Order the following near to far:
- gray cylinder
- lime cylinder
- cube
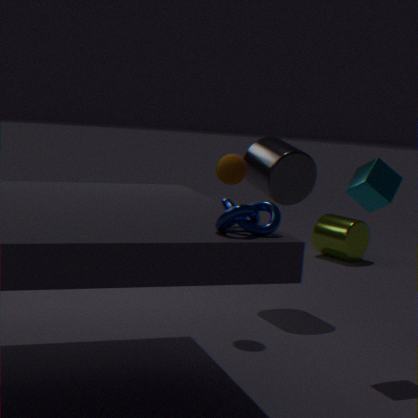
1. cube
2. gray cylinder
3. lime cylinder
